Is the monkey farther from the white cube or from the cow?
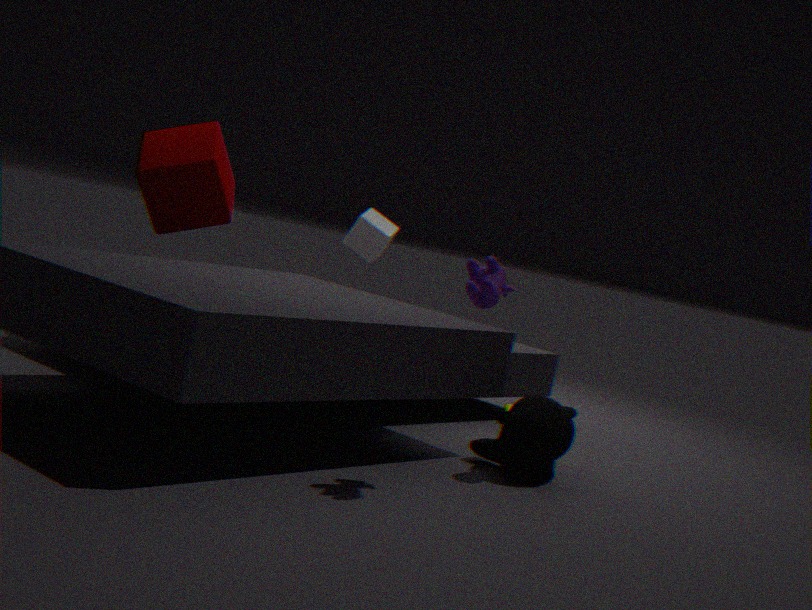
the white cube
